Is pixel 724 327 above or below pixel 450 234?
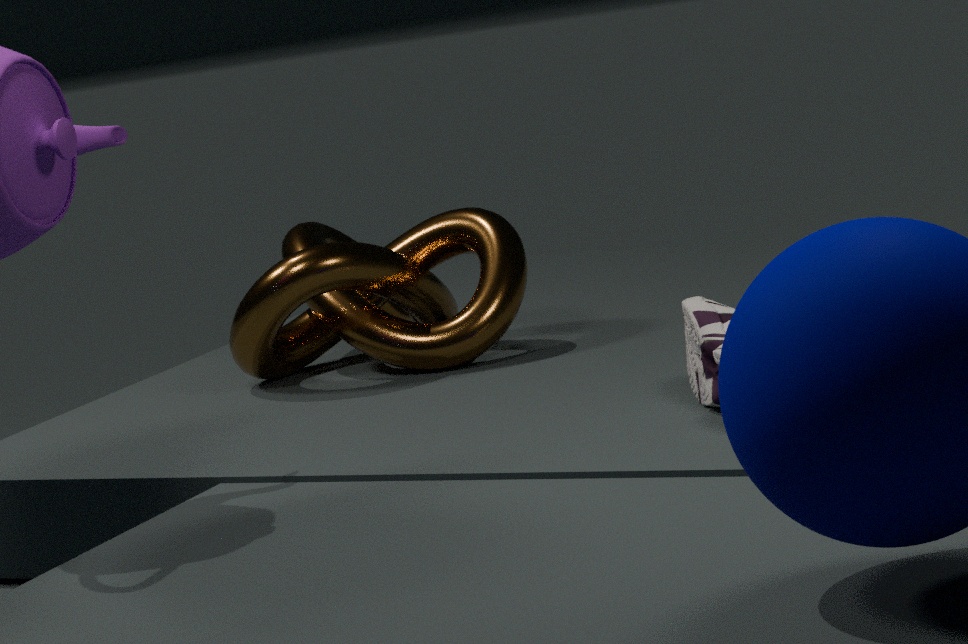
below
